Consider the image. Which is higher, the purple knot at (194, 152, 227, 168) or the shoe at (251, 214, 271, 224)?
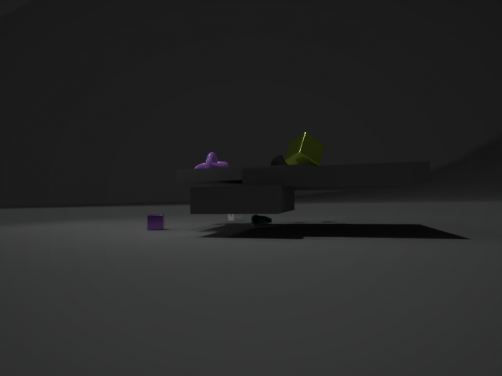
the purple knot at (194, 152, 227, 168)
